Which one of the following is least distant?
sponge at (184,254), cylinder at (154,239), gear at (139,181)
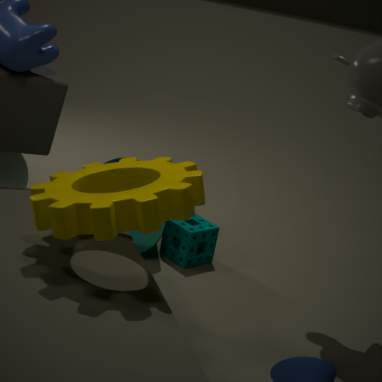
gear at (139,181)
